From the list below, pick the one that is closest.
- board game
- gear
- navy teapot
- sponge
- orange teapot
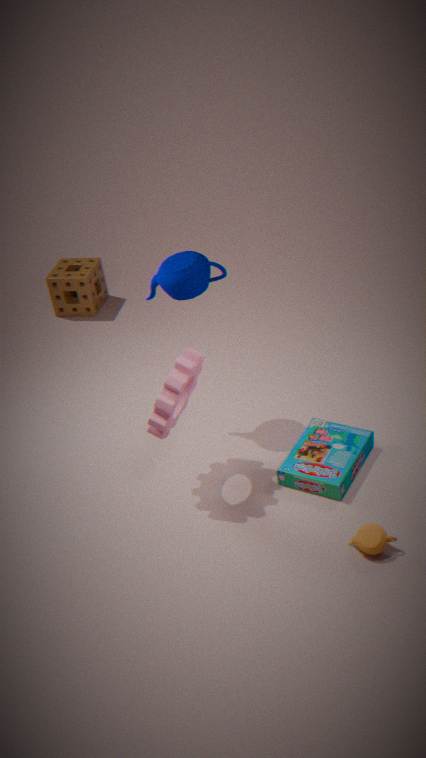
orange teapot
